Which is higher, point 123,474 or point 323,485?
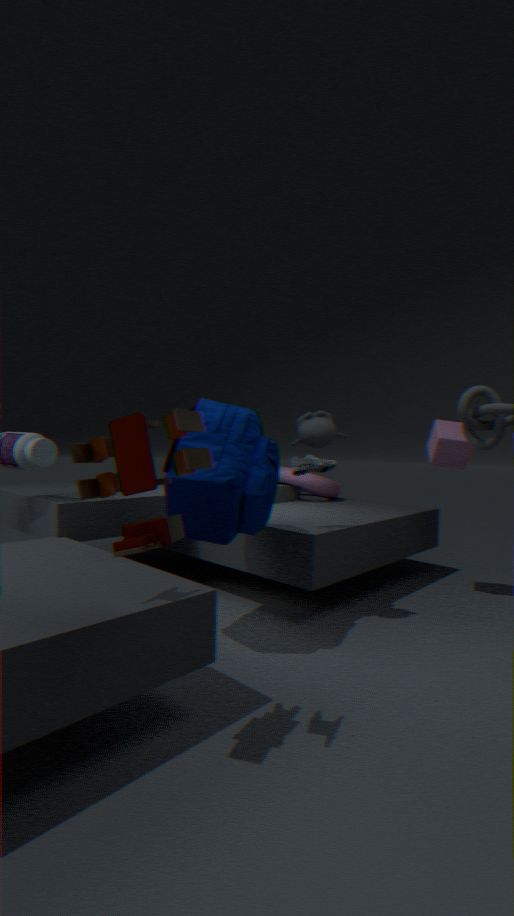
point 123,474
